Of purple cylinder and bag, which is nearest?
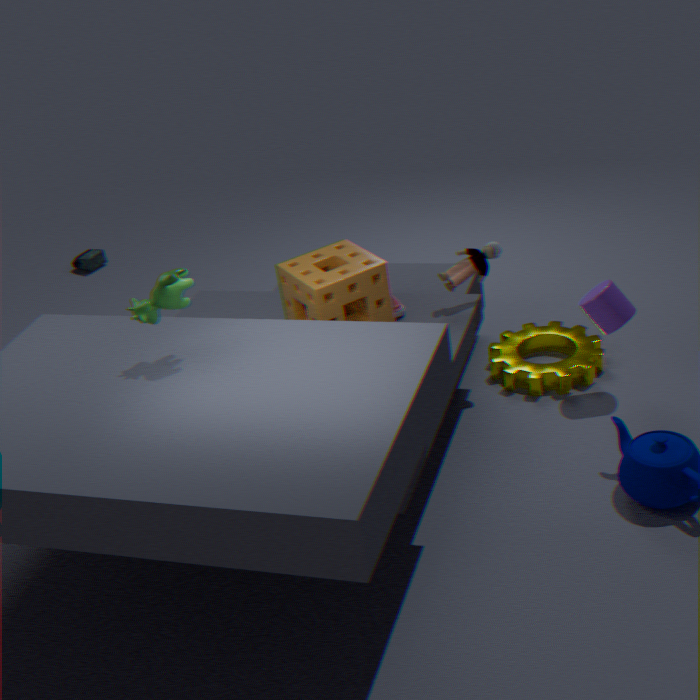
purple cylinder
